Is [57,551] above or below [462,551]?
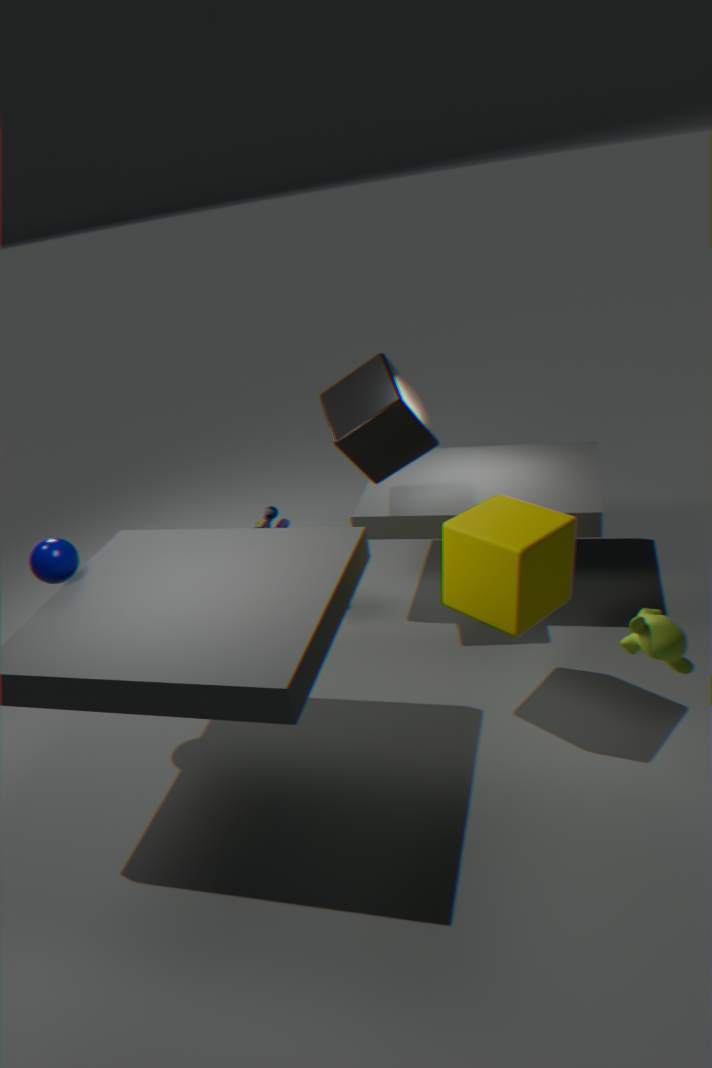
above
